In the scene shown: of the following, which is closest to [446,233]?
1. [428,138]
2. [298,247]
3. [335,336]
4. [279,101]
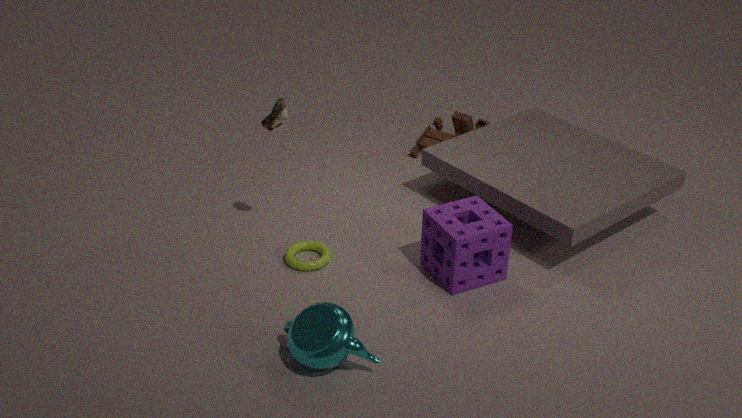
[298,247]
